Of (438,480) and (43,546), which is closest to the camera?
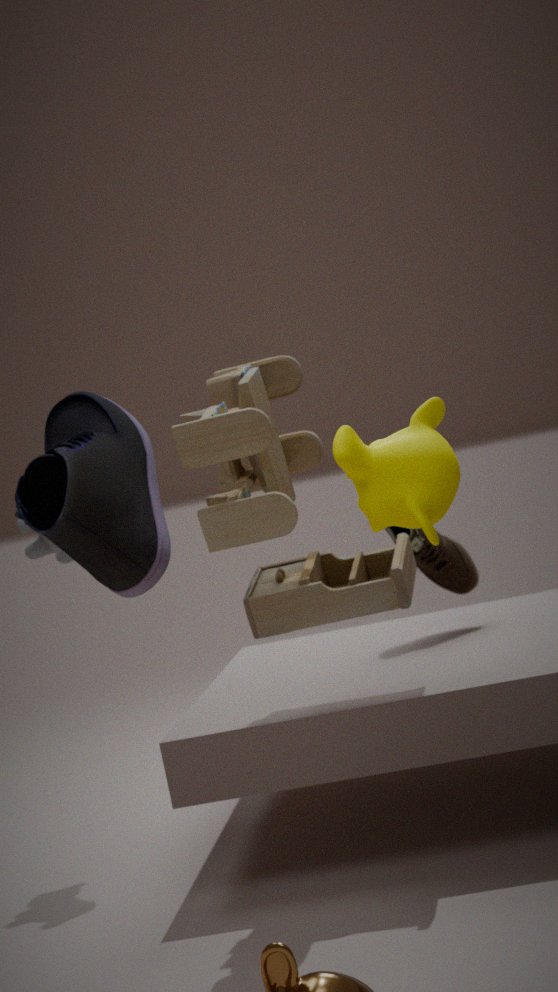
(438,480)
